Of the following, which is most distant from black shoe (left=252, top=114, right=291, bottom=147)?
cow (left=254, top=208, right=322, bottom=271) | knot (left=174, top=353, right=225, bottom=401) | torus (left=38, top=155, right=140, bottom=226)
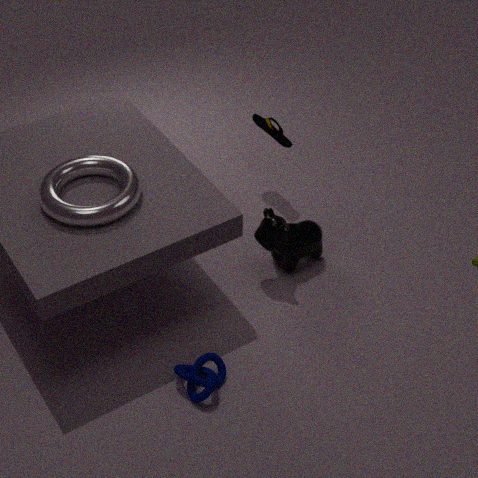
knot (left=174, top=353, right=225, bottom=401)
